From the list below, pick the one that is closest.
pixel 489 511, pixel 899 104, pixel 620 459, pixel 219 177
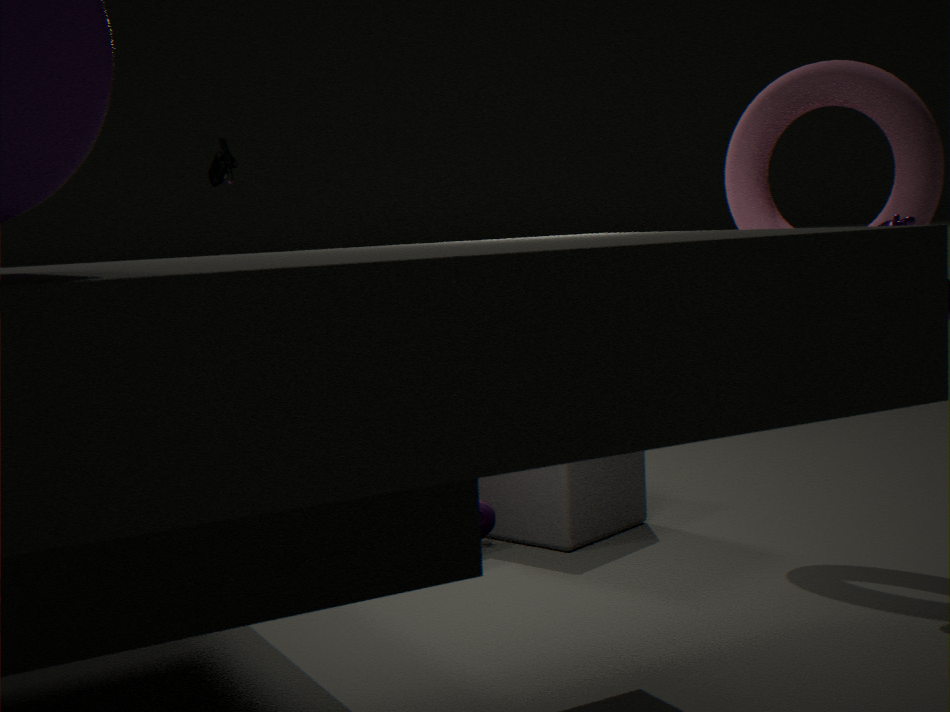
pixel 899 104
